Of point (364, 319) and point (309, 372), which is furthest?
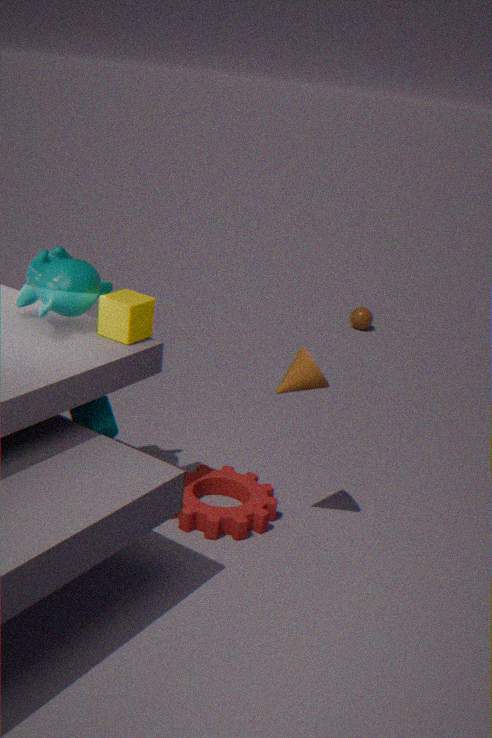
point (364, 319)
